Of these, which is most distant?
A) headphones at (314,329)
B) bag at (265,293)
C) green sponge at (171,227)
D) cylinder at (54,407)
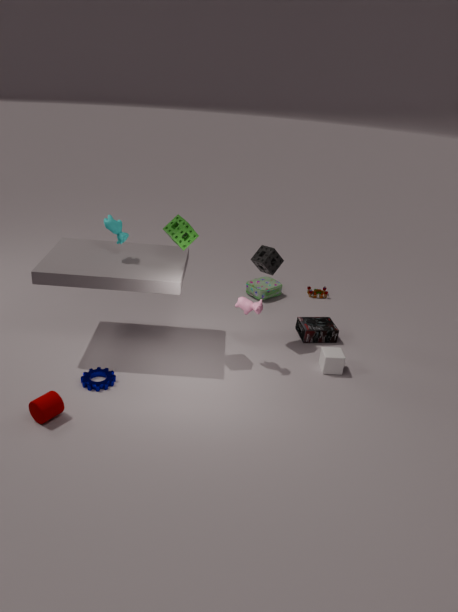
bag at (265,293)
